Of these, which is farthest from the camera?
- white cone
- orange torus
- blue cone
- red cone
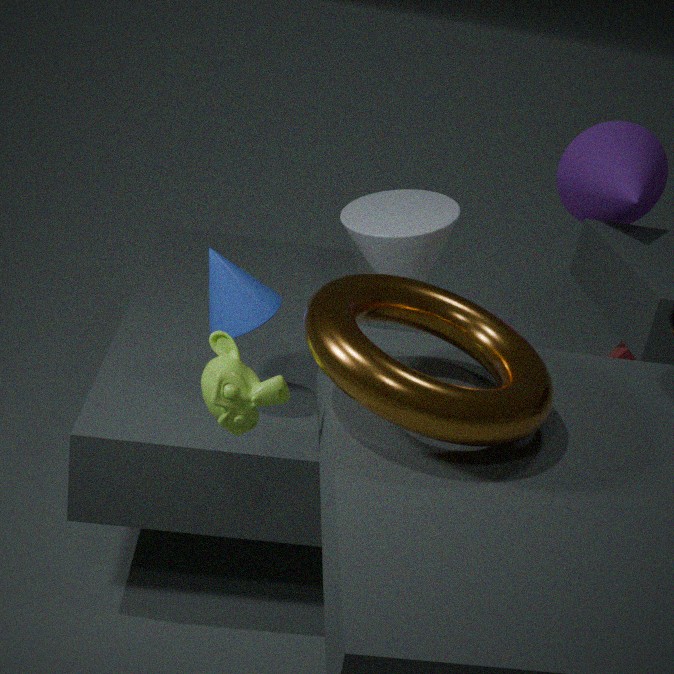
red cone
